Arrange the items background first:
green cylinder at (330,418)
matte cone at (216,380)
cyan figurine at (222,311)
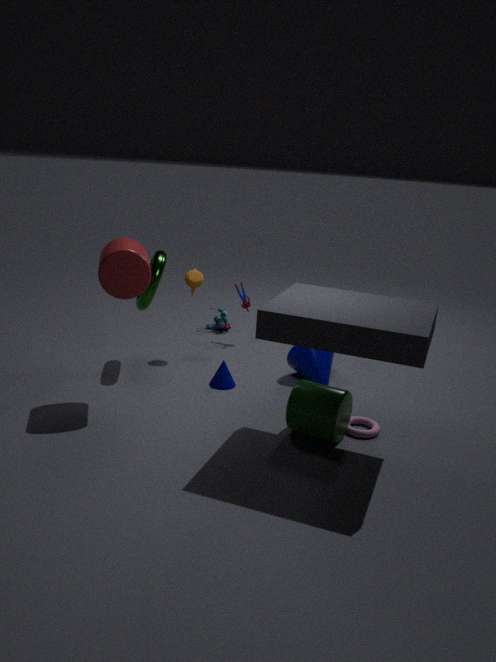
cyan figurine at (222,311) → matte cone at (216,380) → green cylinder at (330,418)
